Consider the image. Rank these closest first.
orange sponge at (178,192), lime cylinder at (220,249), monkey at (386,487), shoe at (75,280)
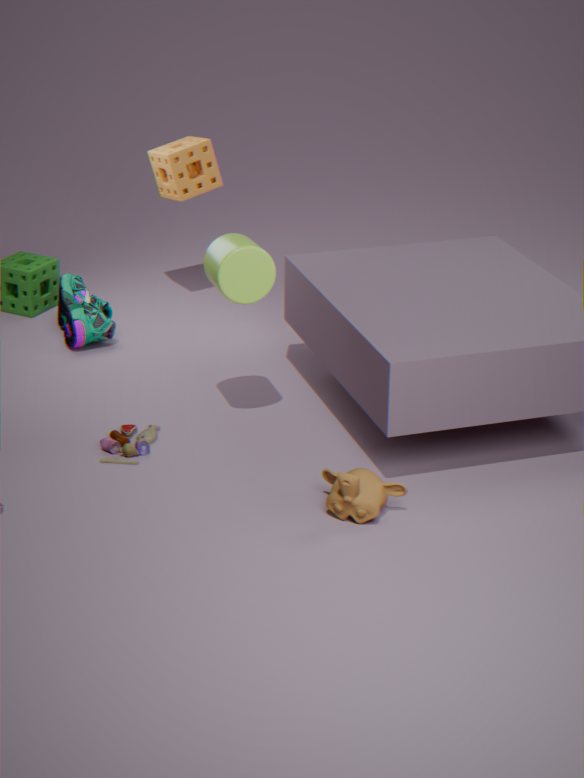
monkey at (386,487) < lime cylinder at (220,249) < shoe at (75,280) < orange sponge at (178,192)
